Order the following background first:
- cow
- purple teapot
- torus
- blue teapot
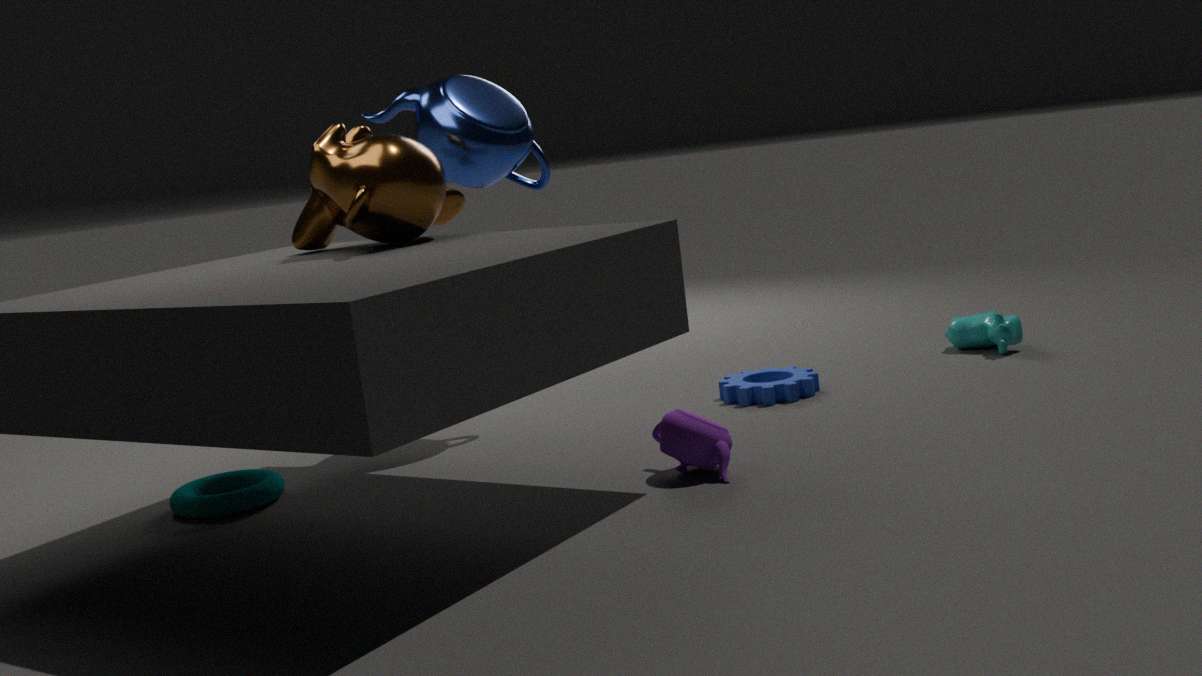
cow < blue teapot < torus < purple teapot
